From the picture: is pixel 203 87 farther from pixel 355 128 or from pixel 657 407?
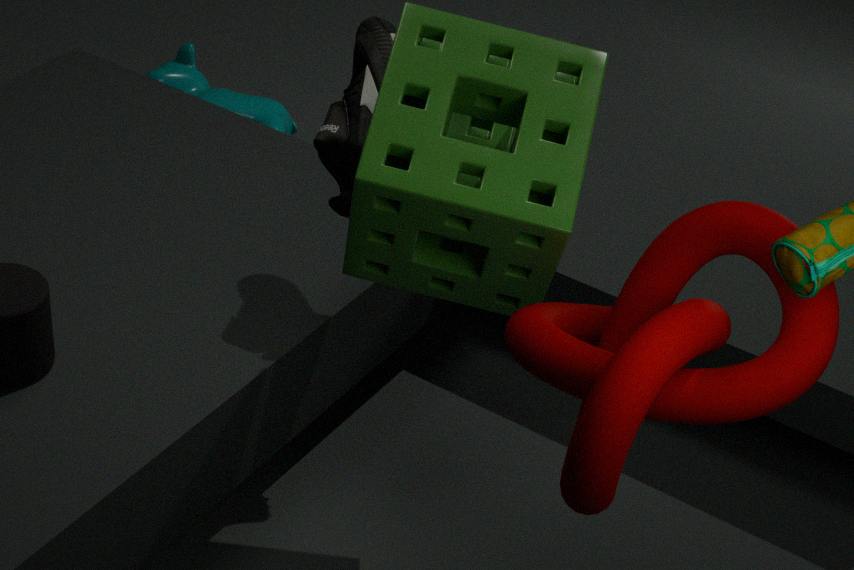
pixel 657 407
